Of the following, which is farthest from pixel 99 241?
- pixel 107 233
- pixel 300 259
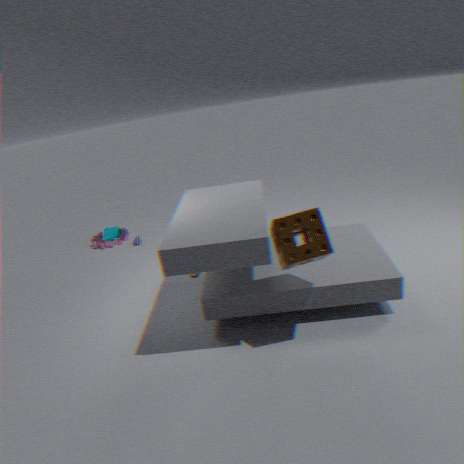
pixel 300 259
